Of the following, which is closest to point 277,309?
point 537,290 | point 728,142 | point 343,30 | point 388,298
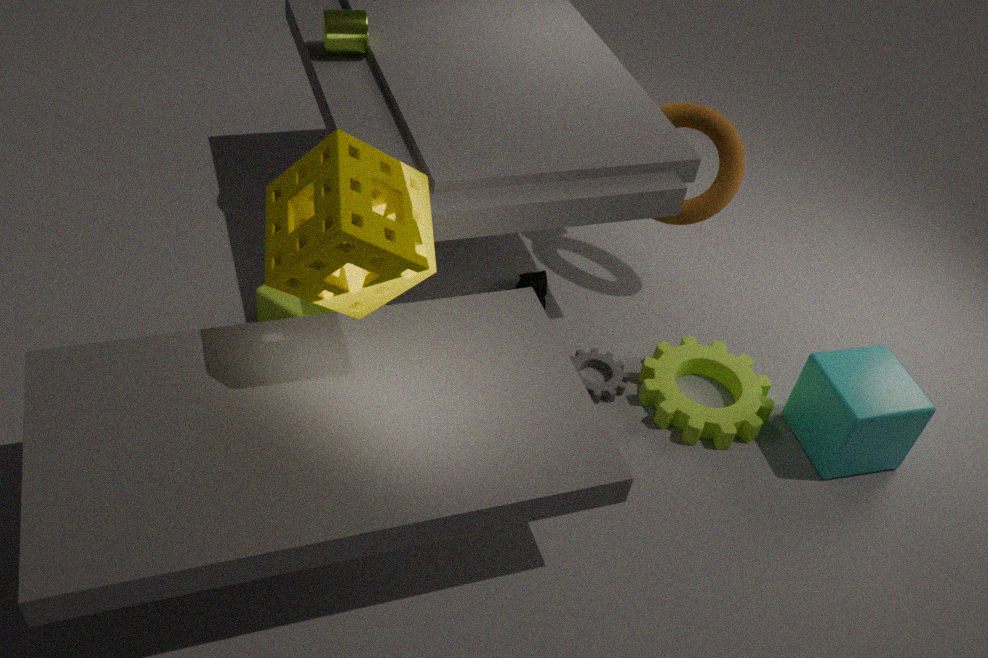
point 388,298
